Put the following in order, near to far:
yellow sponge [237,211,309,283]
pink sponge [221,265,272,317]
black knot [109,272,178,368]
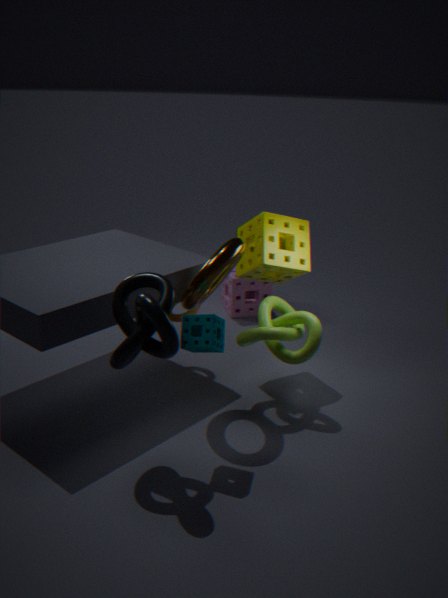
black knot [109,272,178,368] < yellow sponge [237,211,309,283] < pink sponge [221,265,272,317]
